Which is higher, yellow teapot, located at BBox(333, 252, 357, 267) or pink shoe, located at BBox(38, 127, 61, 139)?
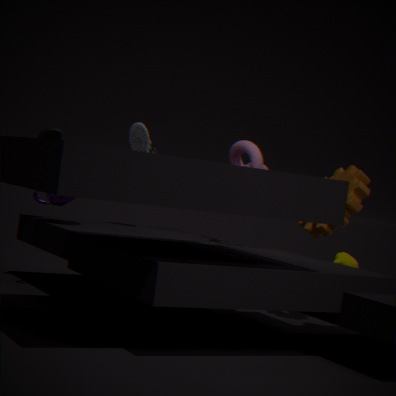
pink shoe, located at BBox(38, 127, 61, 139)
